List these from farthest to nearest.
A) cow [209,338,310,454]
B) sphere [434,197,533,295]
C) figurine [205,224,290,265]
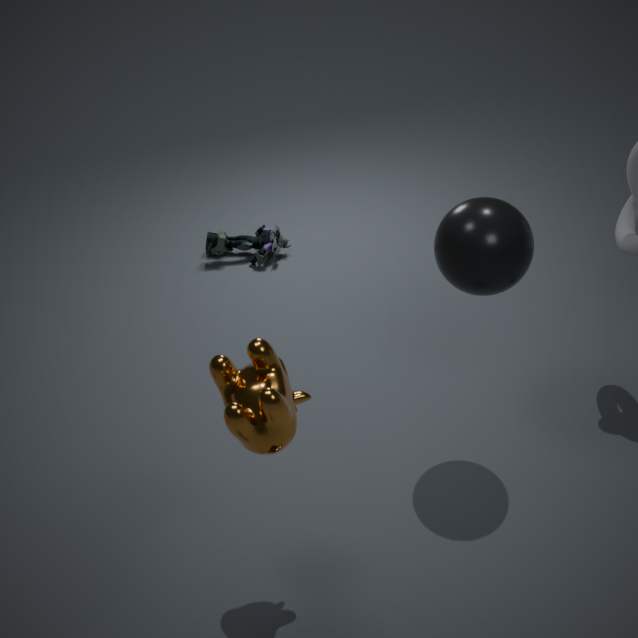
figurine [205,224,290,265] < sphere [434,197,533,295] < cow [209,338,310,454]
